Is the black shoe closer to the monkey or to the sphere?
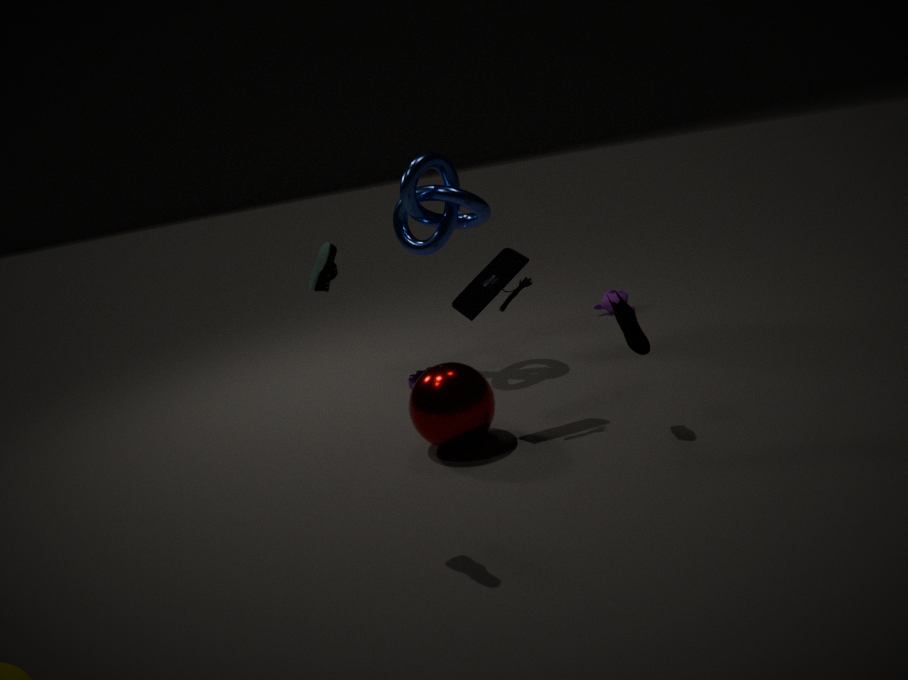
the sphere
